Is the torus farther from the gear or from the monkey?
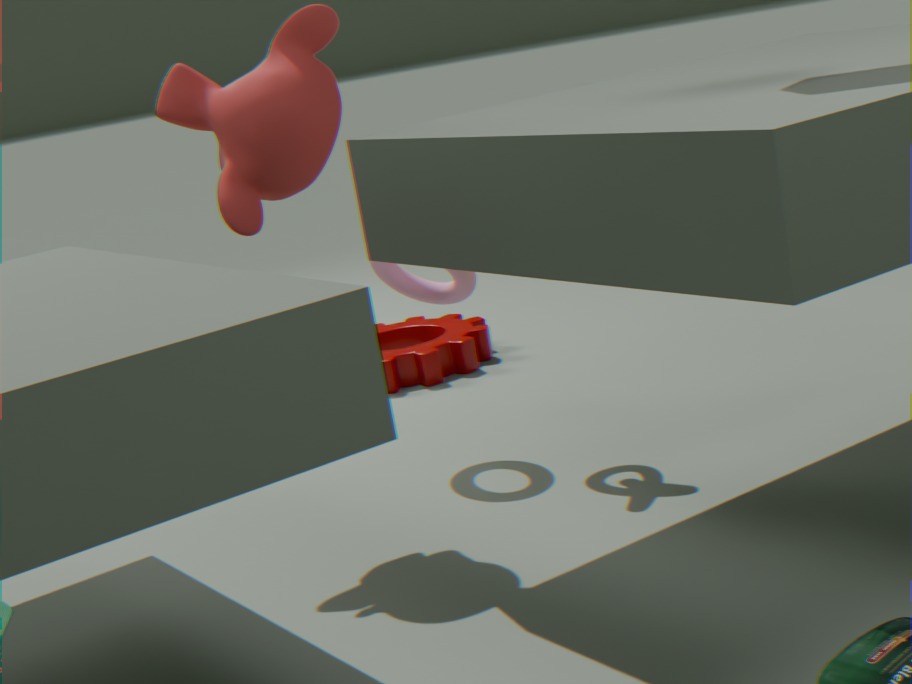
the gear
